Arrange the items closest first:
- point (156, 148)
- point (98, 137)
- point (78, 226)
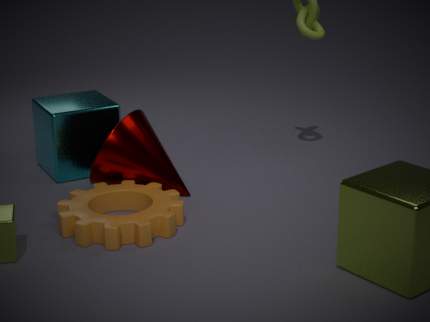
point (78, 226), point (156, 148), point (98, 137)
